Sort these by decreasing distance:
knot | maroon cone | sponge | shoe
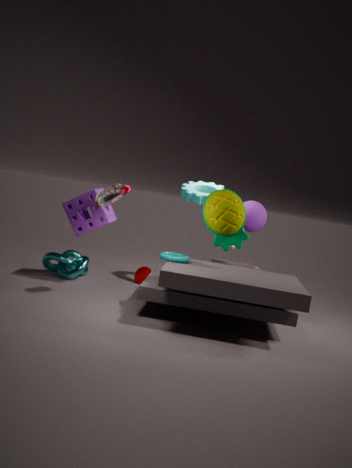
maroon cone < knot < sponge < shoe
